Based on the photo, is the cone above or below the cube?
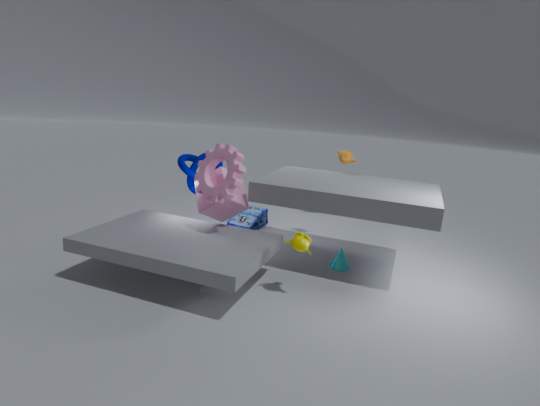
below
